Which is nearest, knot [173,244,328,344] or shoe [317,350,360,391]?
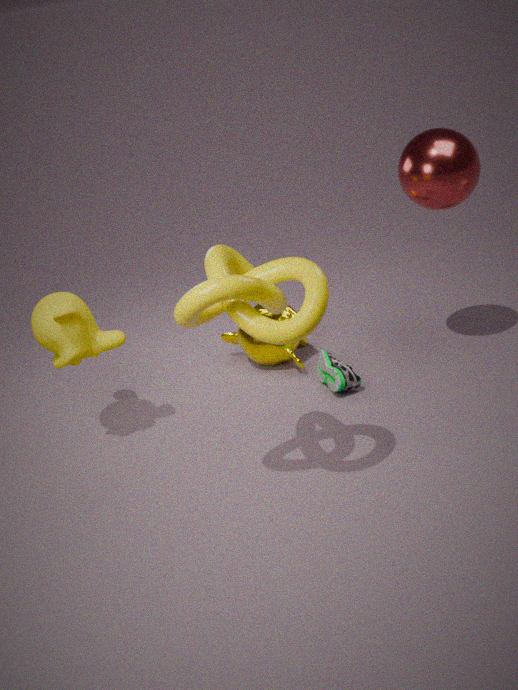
knot [173,244,328,344]
